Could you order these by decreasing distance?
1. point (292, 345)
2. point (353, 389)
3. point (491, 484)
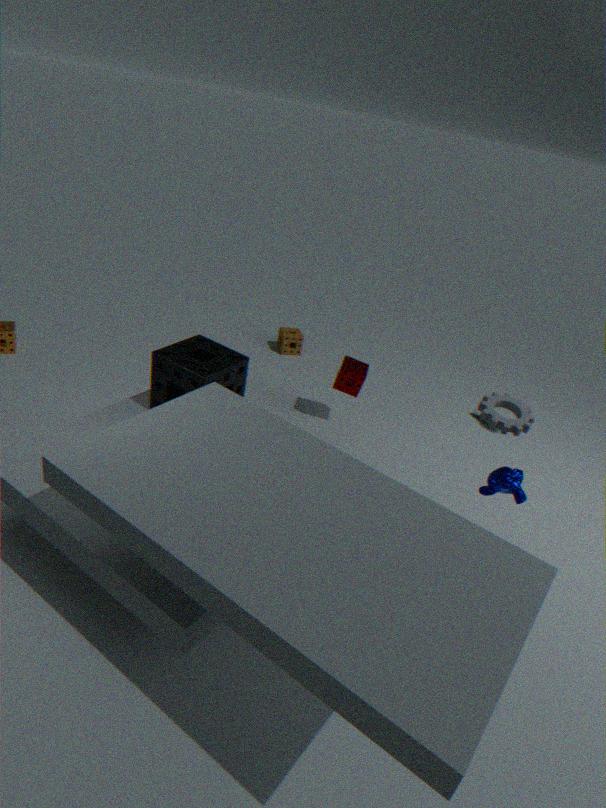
point (292, 345) → point (353, 389) → point (491, 484)
